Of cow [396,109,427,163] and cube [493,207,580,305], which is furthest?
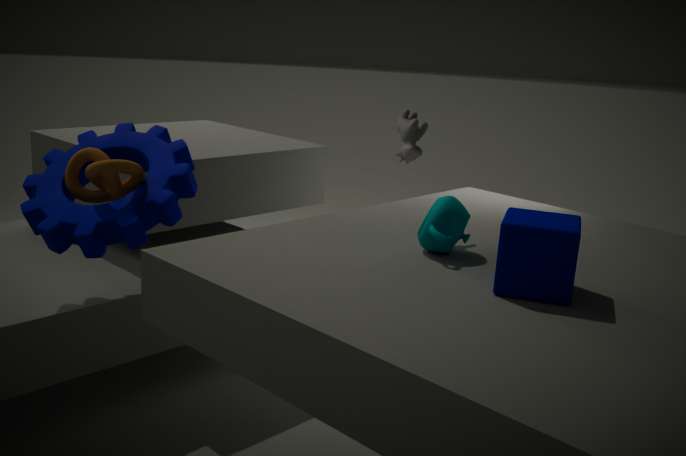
cow [396,109,427,163]
